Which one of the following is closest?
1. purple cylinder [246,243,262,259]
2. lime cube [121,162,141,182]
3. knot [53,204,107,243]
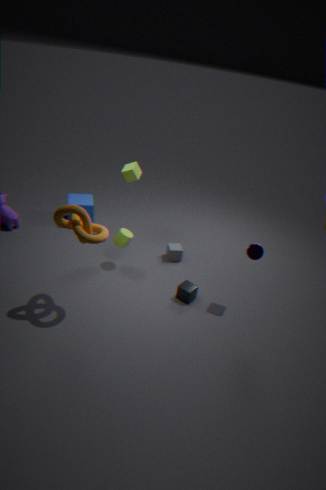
knot [53,204,107,243]
